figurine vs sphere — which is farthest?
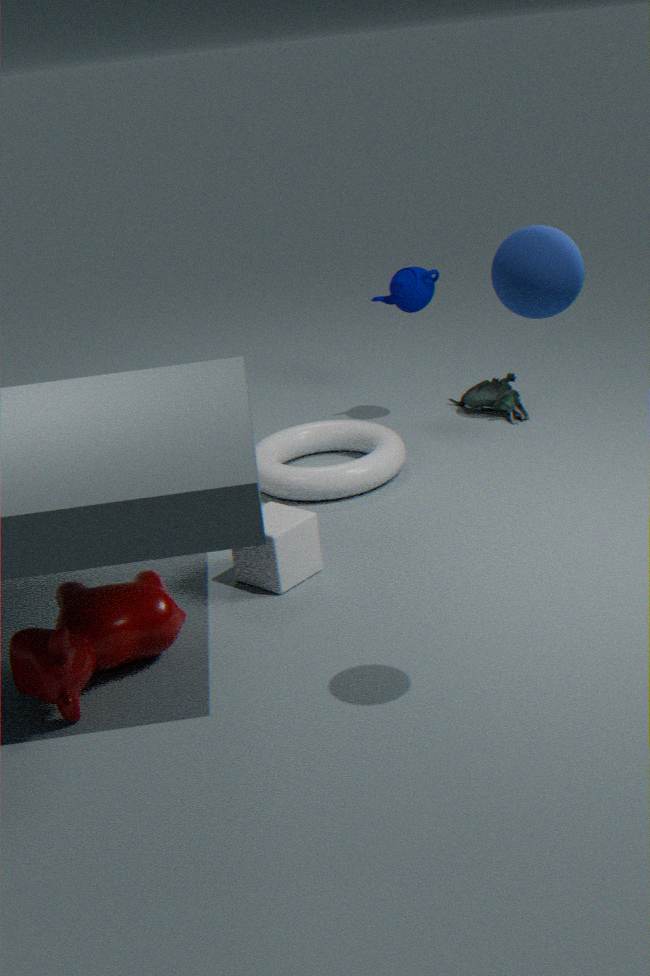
figurine
